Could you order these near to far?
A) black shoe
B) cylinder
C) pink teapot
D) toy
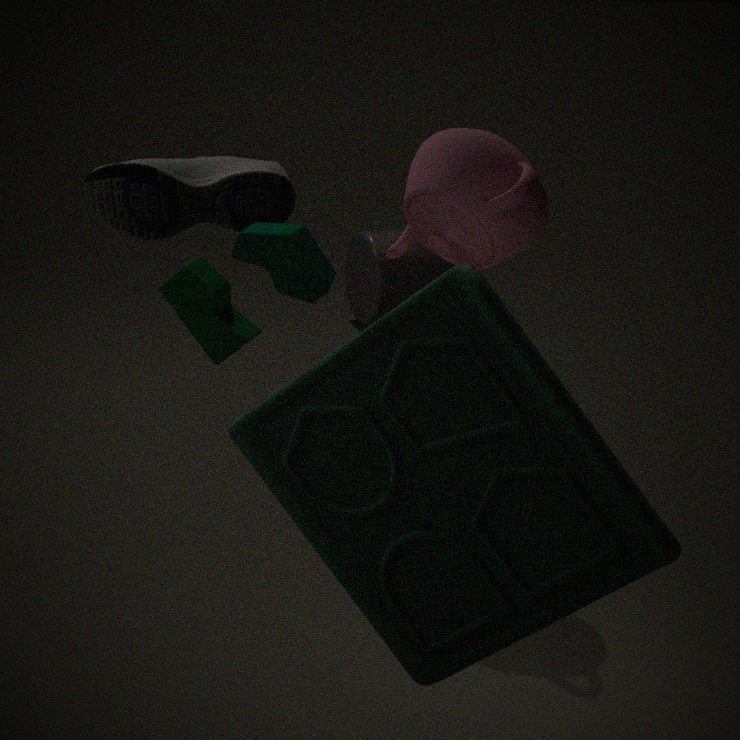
toy < black shoe < pink teapot < cylinder
